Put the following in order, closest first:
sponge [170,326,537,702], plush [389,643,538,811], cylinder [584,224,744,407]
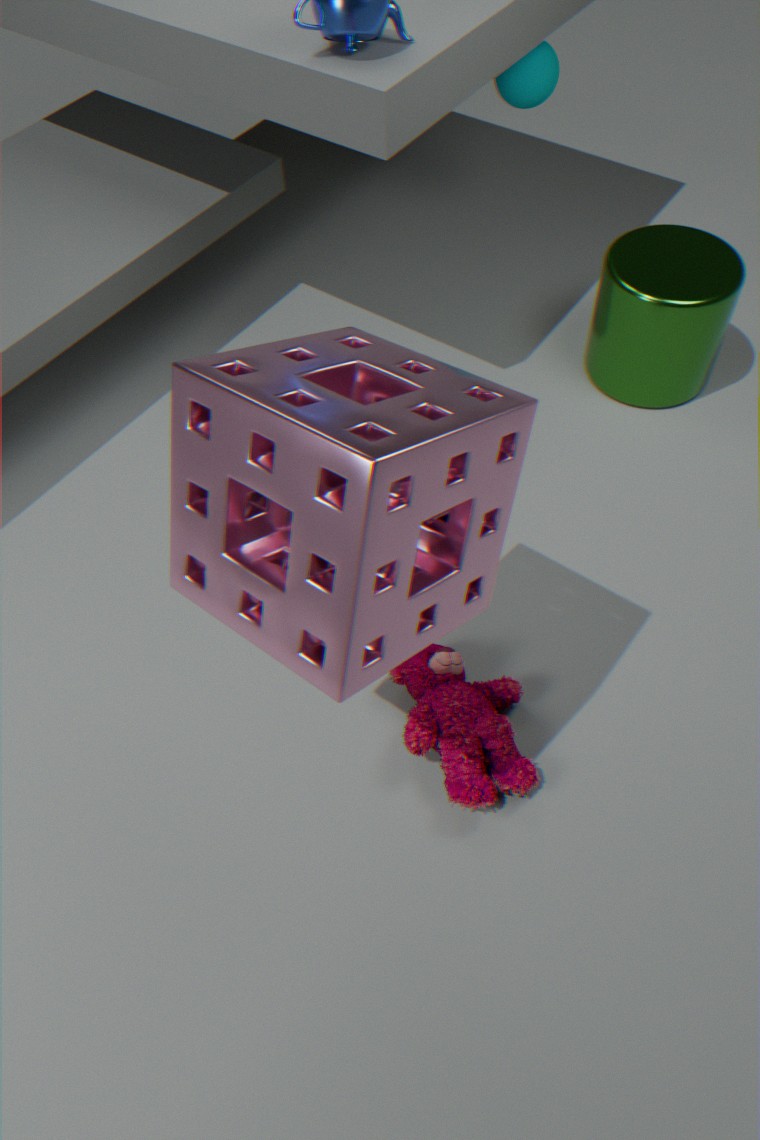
sponge [170,326,537,702], plush [389,643,538,811], cylinder [584,224,744,407]
